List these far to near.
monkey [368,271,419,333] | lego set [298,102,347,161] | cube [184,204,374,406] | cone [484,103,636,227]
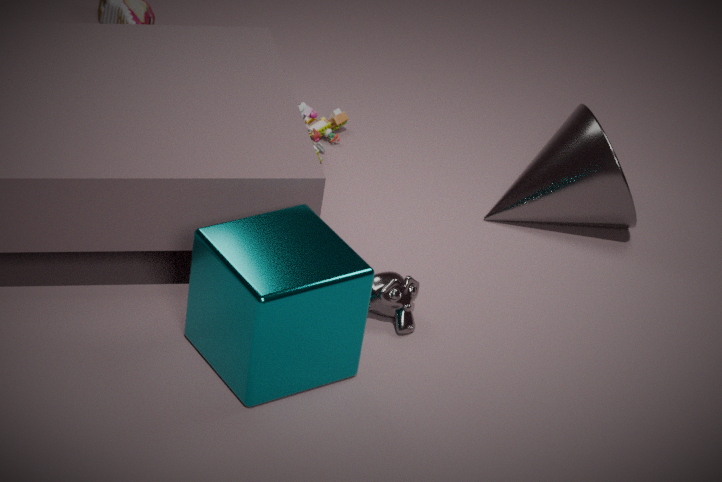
lego set [298,102,347,161]
cone [484,103,636,227]
monkey [368,271,419,333]
cube [184,204,374,406]
